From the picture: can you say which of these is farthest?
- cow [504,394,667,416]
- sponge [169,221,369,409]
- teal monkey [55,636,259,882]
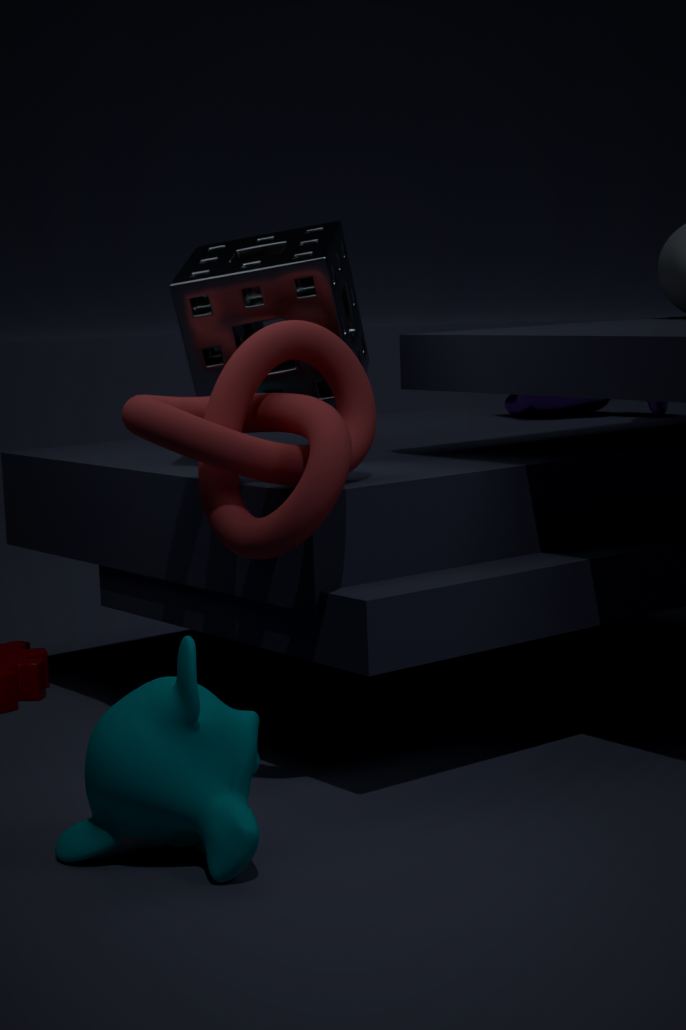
cow [504,394,667,416]
